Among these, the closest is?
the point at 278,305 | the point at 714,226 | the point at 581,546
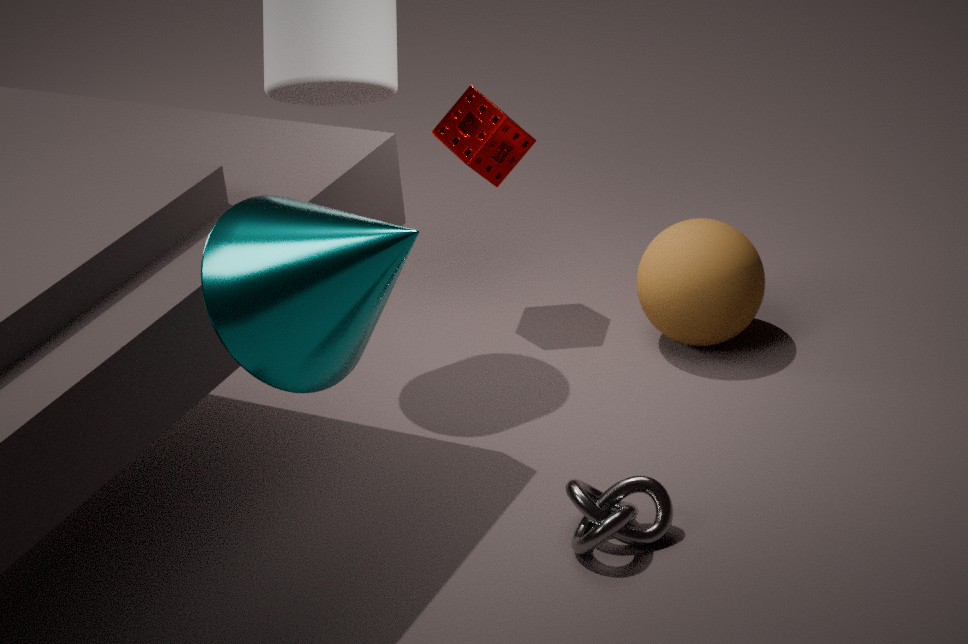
the point at 278,305
